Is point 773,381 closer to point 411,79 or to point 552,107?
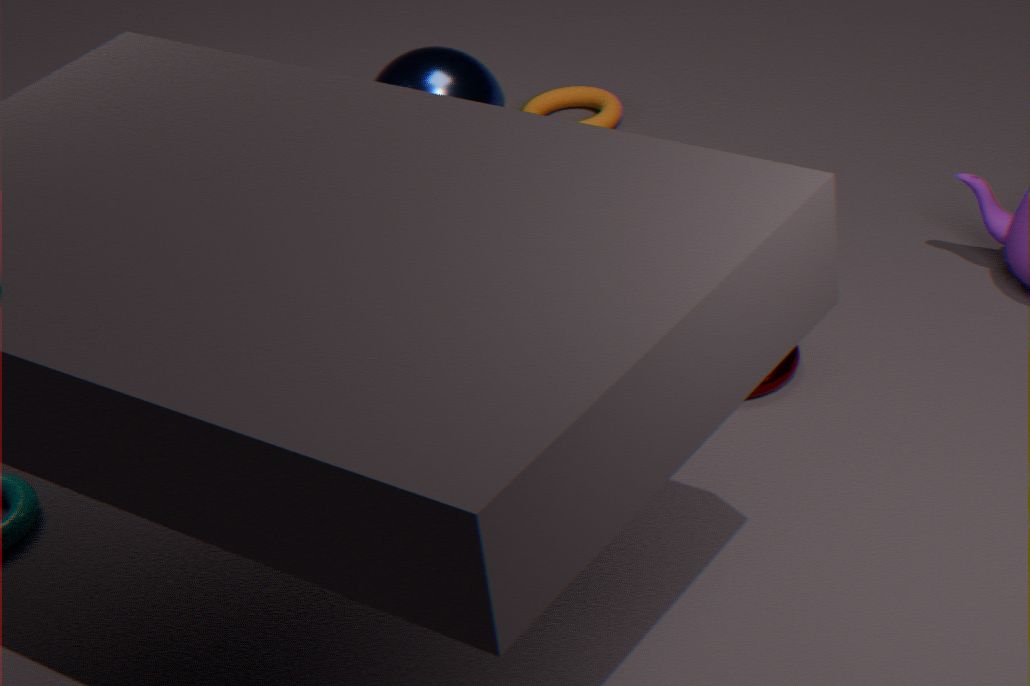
point 411,79
